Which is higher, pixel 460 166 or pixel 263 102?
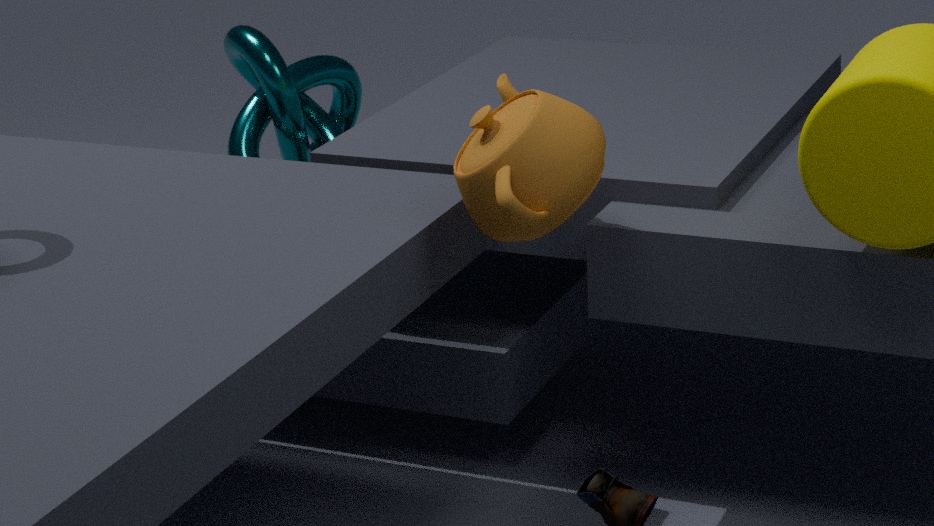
pixel 460 166
